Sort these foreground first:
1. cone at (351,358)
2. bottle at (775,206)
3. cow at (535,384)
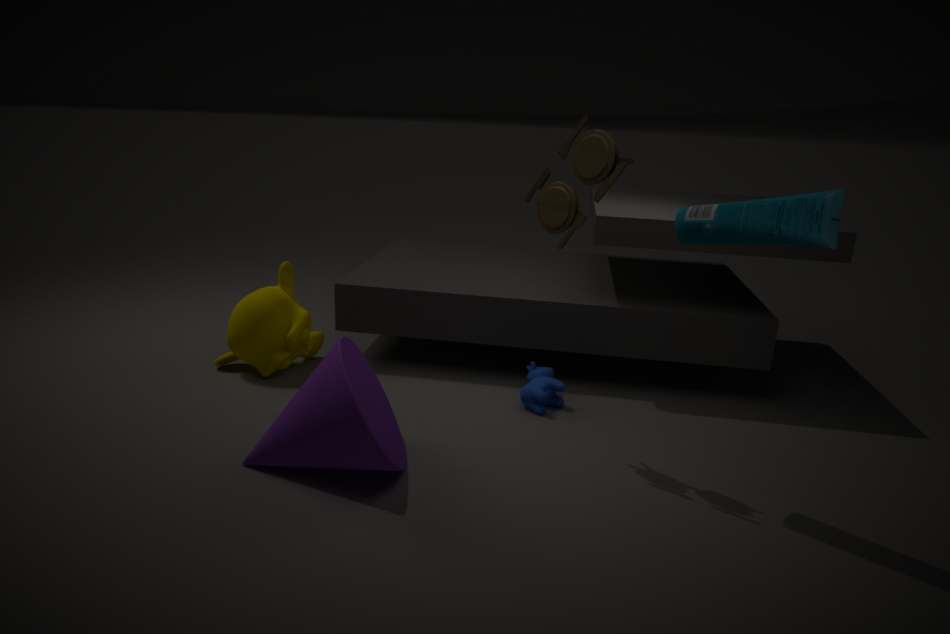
bottle at (775,206) < cone at (351,358) < cow at (535,384)
